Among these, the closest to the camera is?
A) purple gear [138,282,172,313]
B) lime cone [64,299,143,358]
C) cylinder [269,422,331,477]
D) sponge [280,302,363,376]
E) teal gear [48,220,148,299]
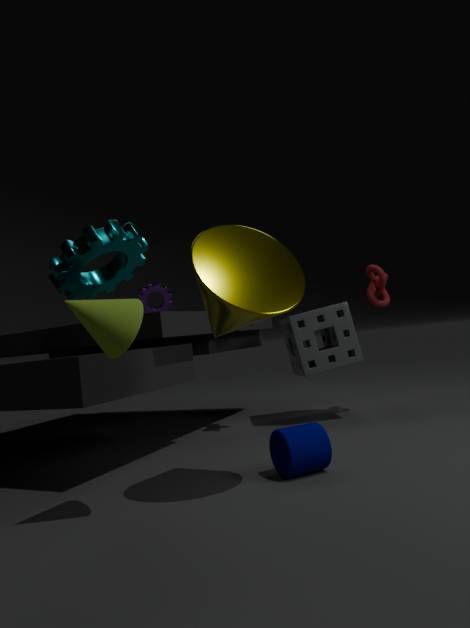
lime cone [64,299,143,358]
